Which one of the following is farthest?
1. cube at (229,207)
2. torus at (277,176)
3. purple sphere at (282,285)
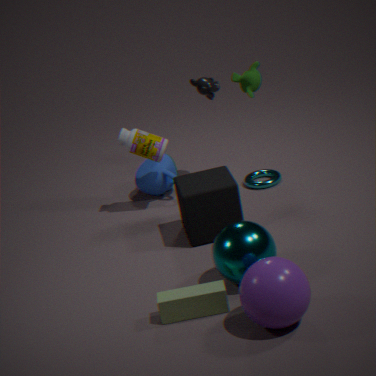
torus at (277,176)
